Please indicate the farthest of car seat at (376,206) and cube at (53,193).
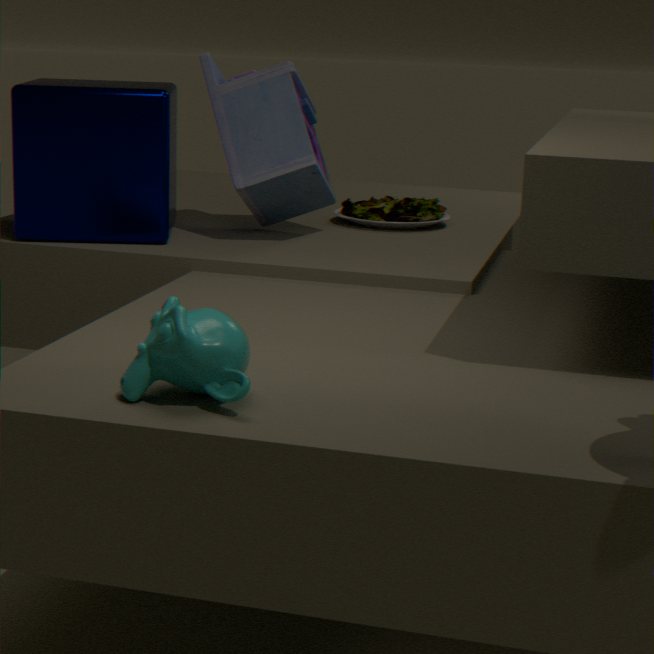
car seat at (376,206)
